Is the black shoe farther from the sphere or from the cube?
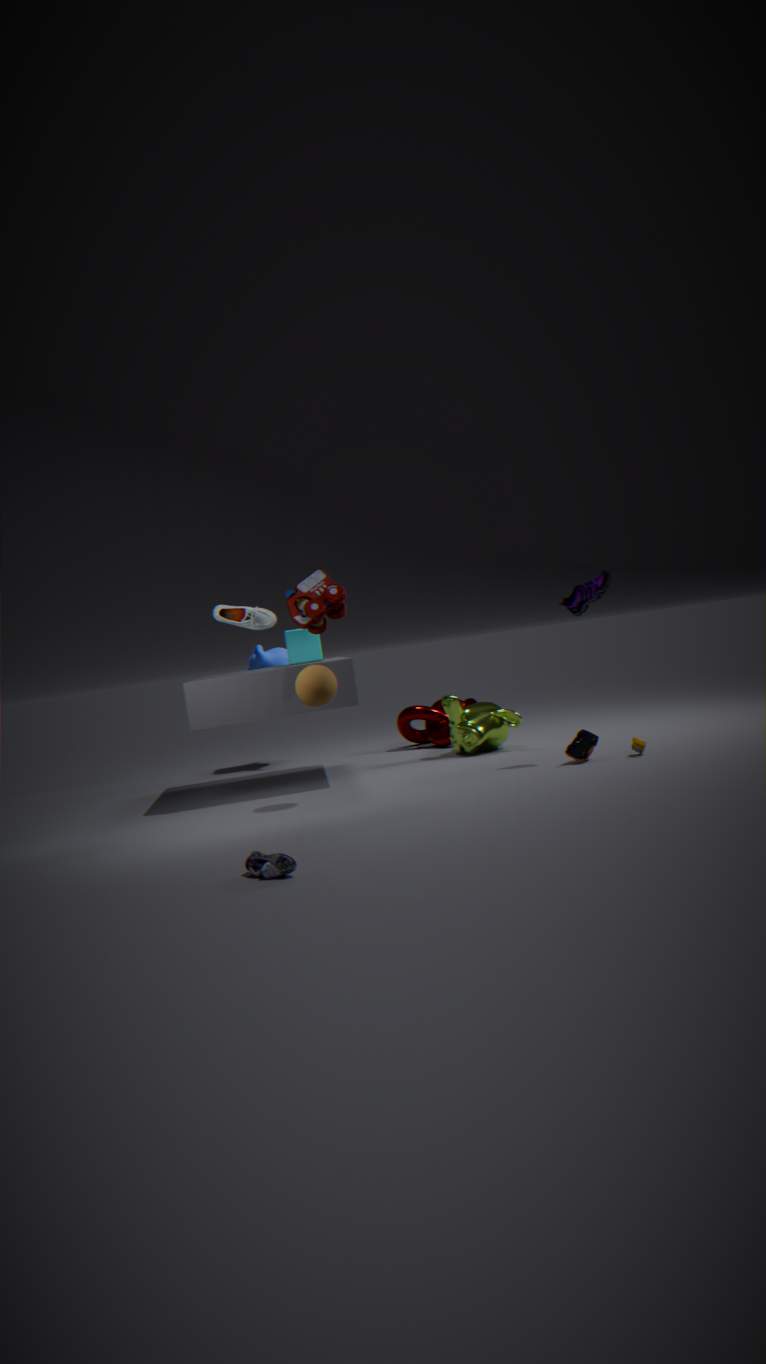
the cube
